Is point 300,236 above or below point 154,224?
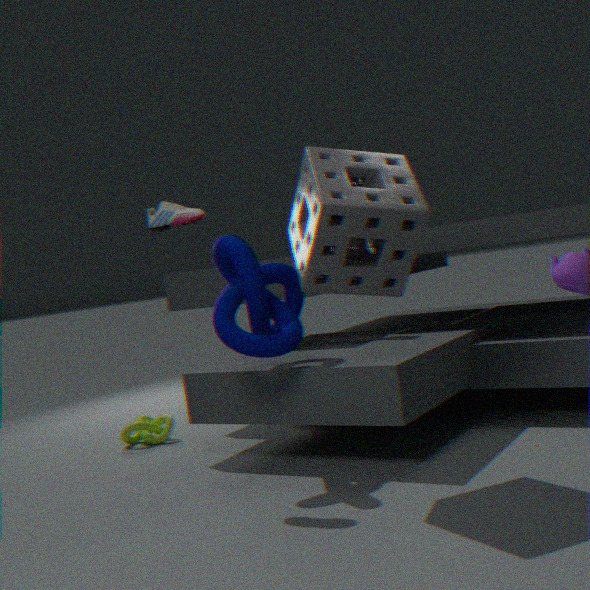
below
